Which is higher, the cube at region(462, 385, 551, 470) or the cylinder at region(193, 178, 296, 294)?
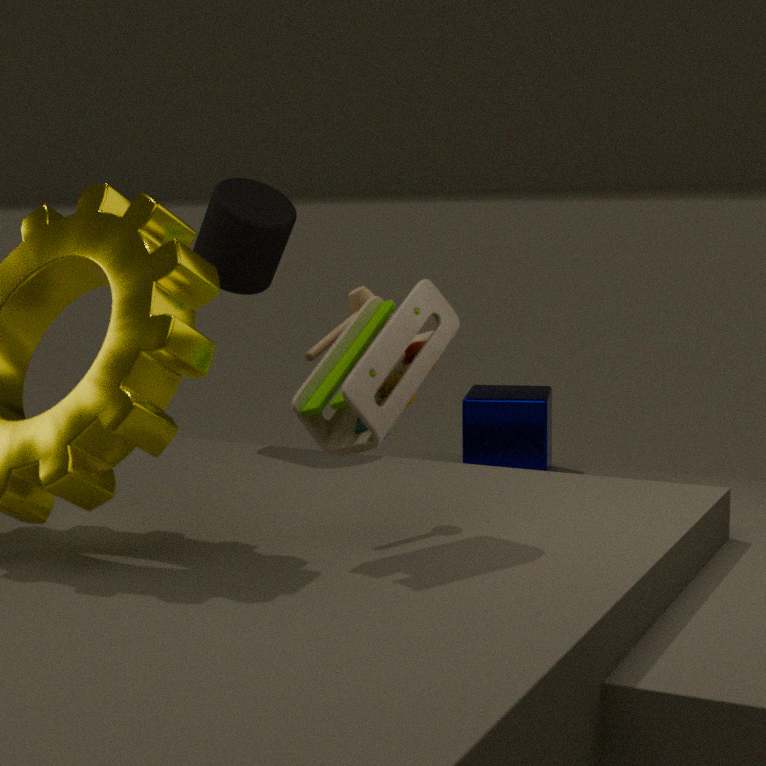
the cylinder at region(193, 178, 296, 294)
